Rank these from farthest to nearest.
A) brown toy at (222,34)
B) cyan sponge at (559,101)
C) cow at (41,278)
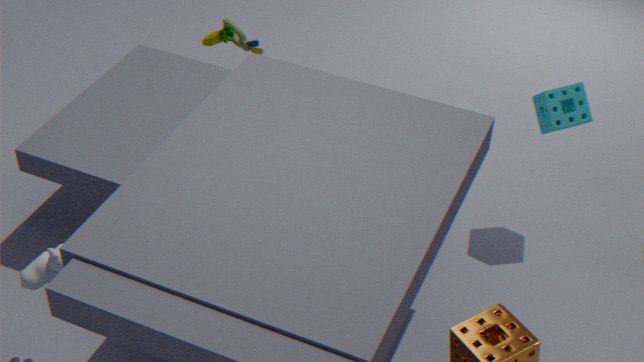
brown toy at (222,34)
cyan sponge at (559,101)
cow at (41,278)
